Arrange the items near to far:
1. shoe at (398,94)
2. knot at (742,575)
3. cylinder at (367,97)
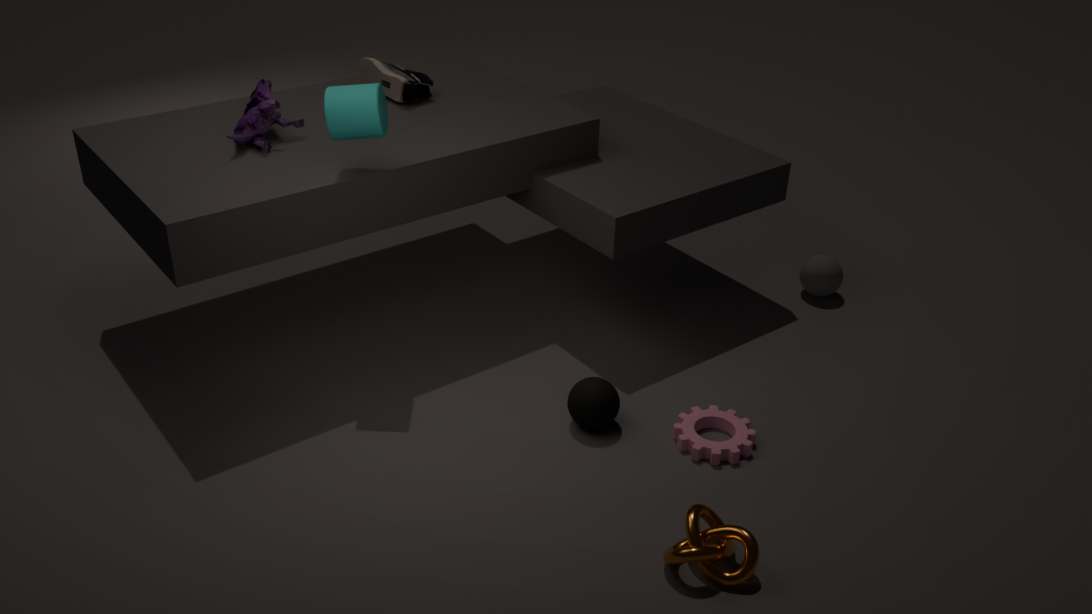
knot at (742,575) → cylinder at (367,97) → shoe at (398,94)
